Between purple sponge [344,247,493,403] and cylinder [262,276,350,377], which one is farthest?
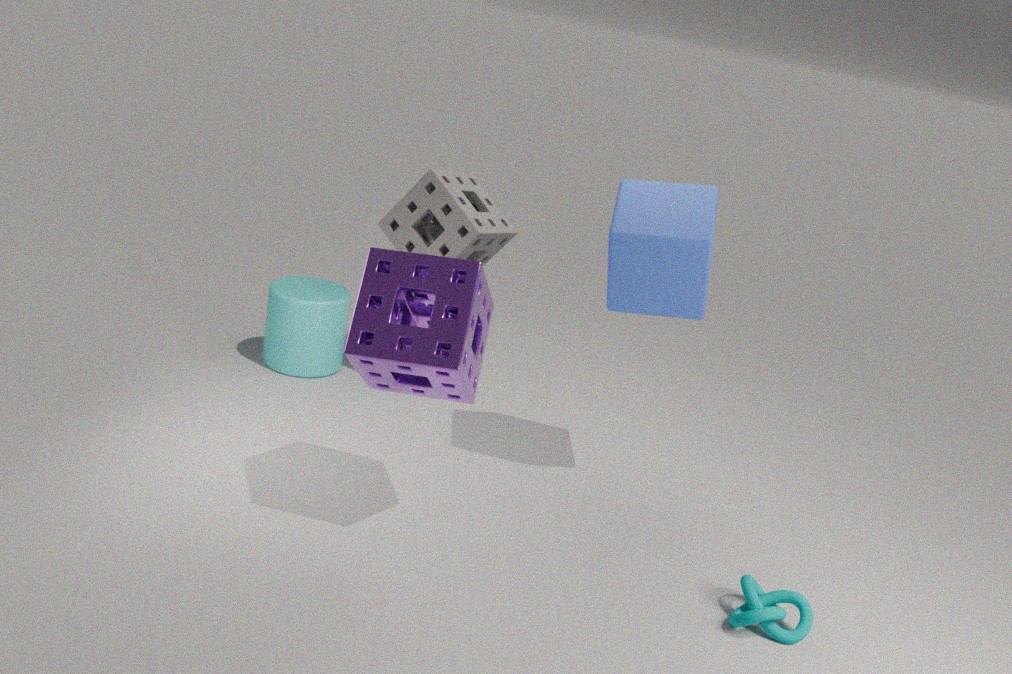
cylinder [262,276,350,377]
